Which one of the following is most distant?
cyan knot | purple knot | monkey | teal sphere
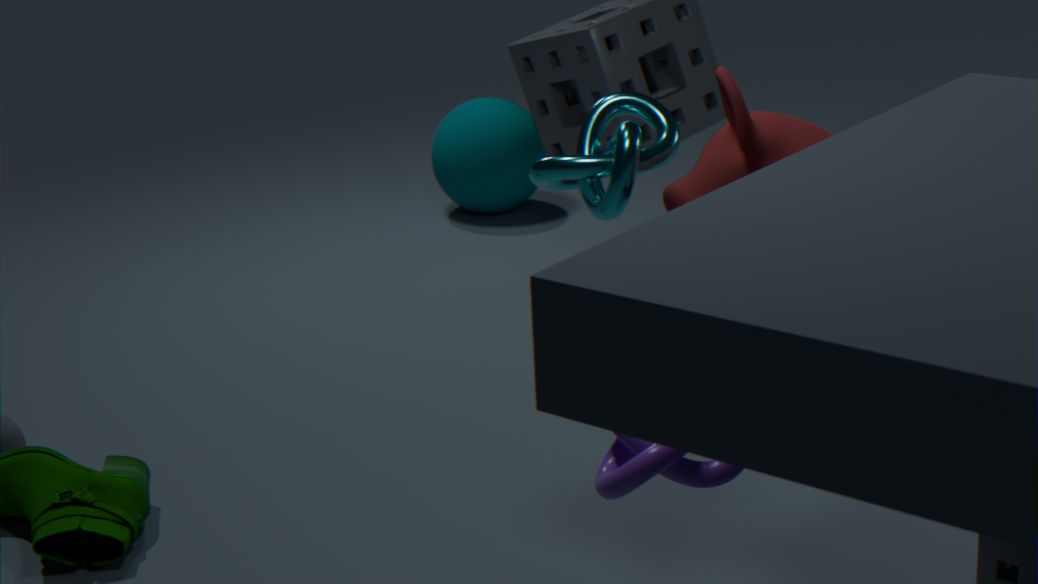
teal sphere
